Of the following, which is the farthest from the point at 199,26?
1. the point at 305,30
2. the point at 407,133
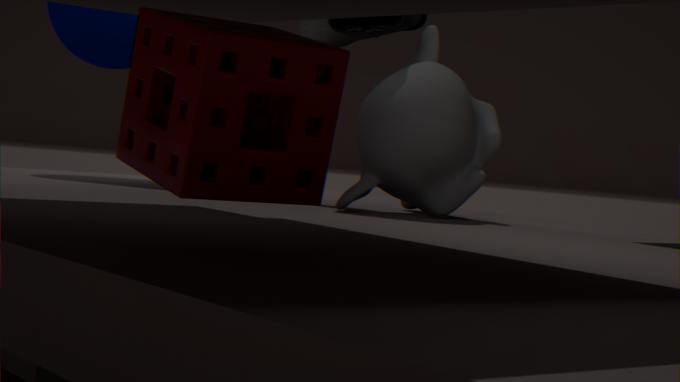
the point at 305,30
